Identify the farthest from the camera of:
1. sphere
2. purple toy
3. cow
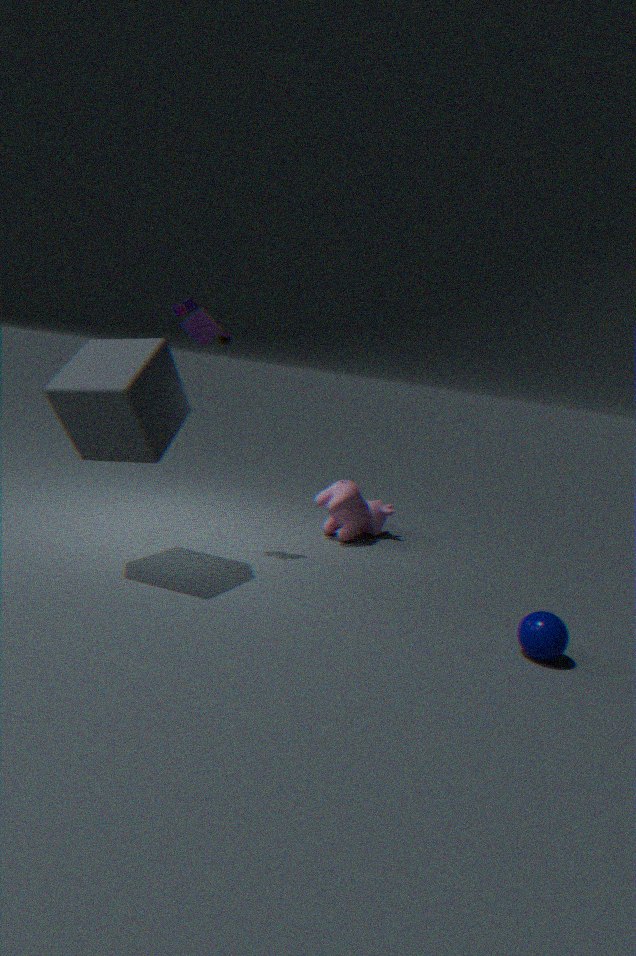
cow
